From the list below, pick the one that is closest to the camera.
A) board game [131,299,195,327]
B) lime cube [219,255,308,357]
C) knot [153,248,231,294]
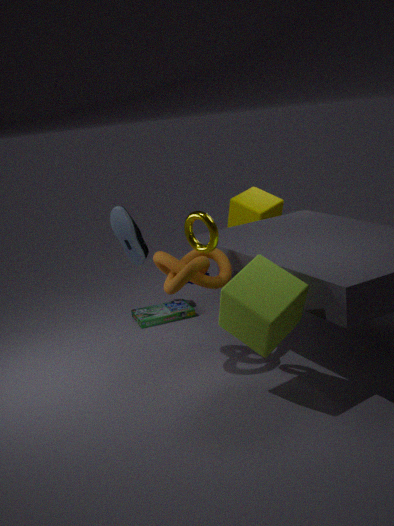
lime cube [219,255,308,357]
